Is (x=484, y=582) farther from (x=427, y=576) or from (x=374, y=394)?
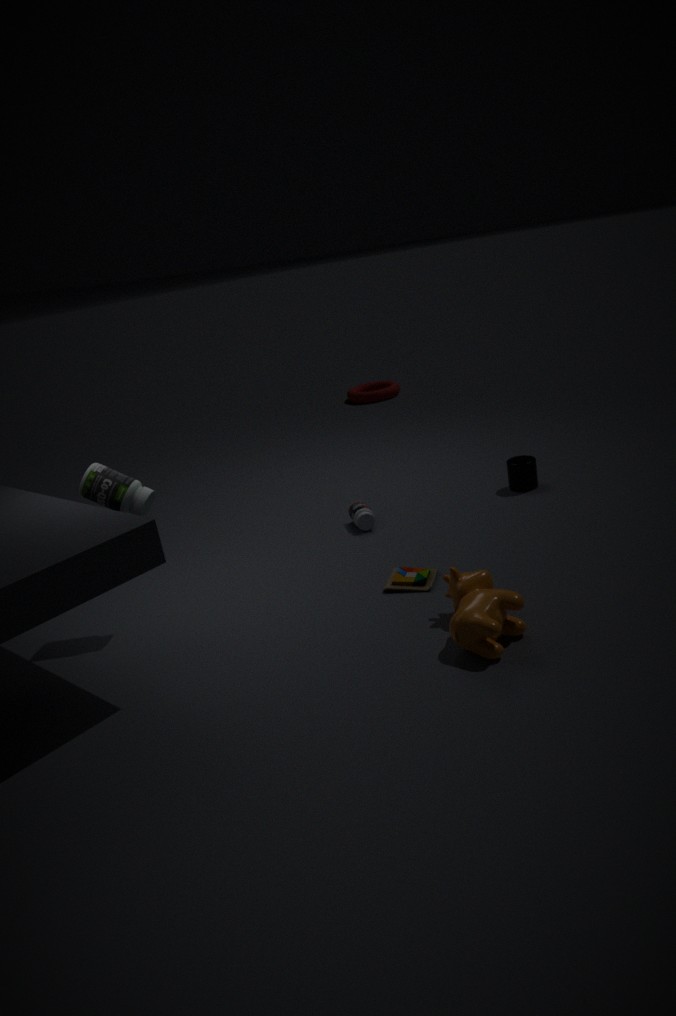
(x=374, y=394)
